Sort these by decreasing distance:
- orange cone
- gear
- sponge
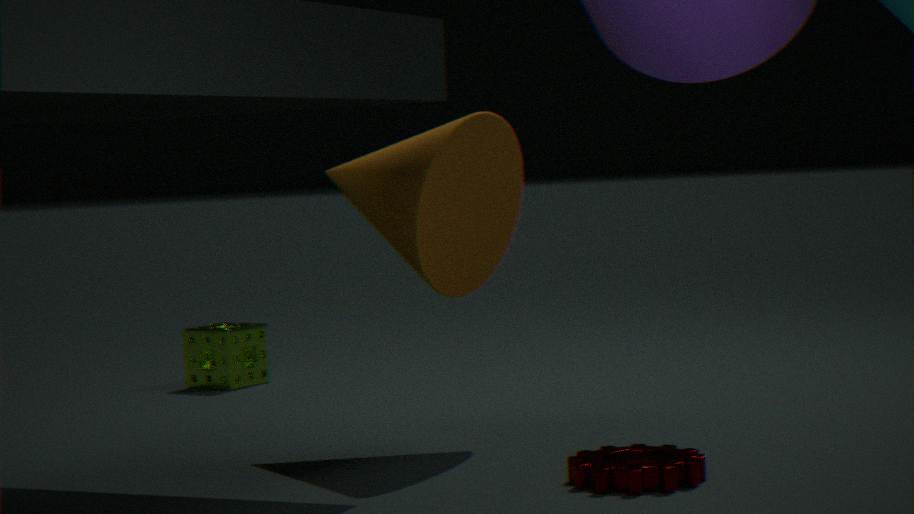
sponge < orange cone < gear
